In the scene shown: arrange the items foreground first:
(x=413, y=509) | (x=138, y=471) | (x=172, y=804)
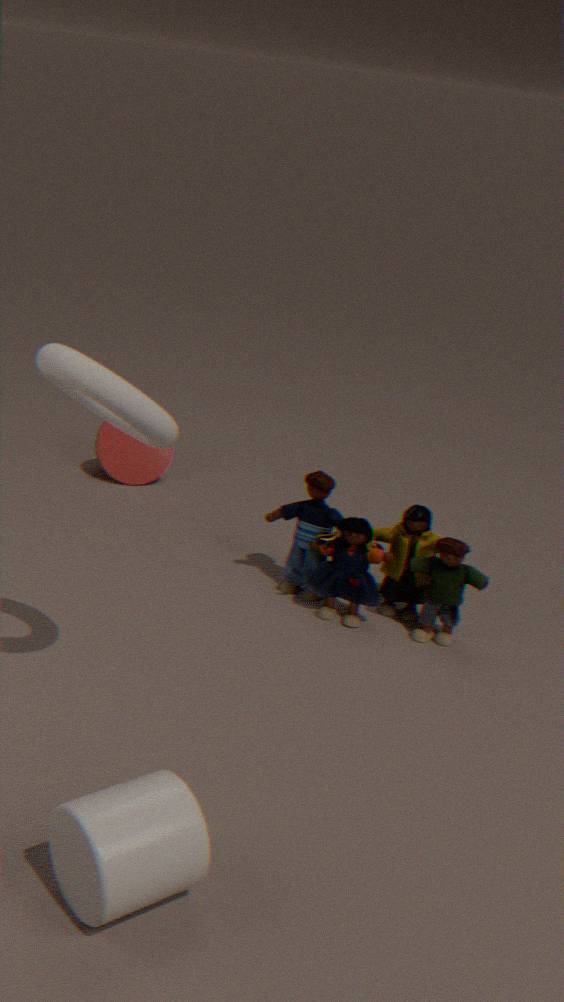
(x=172, y=804) → (x=413, y=509) → (x=138, y=471)
